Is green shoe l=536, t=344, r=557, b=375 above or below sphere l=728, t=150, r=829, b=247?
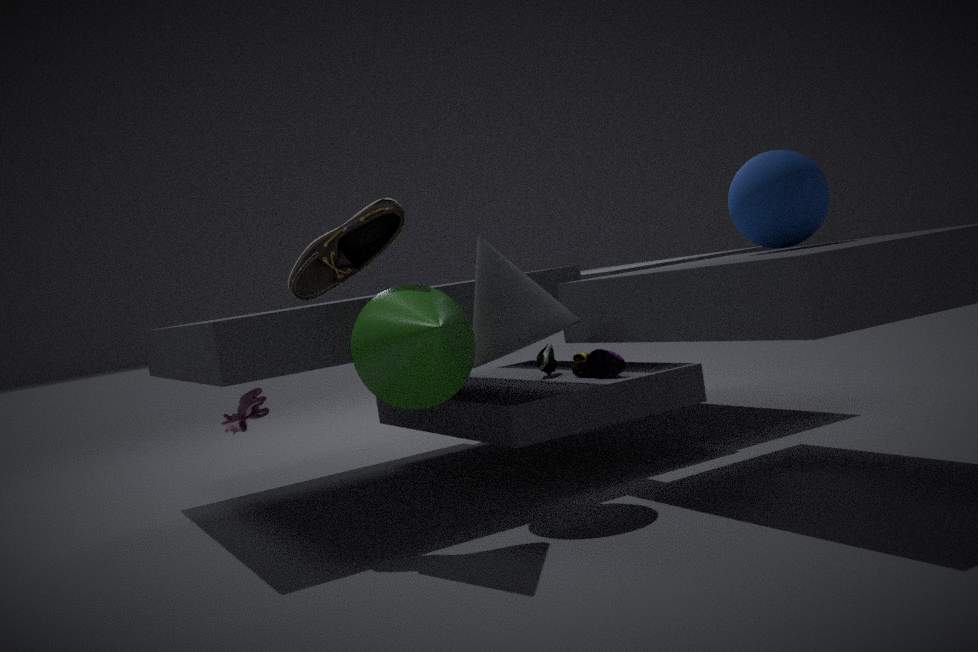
below
